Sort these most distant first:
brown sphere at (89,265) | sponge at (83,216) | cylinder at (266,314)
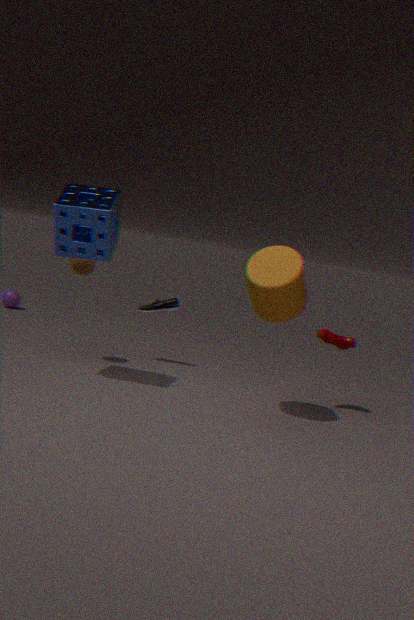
brown sphere at (89,265)
sponge at (83,216)
cylinder at (266,314)
